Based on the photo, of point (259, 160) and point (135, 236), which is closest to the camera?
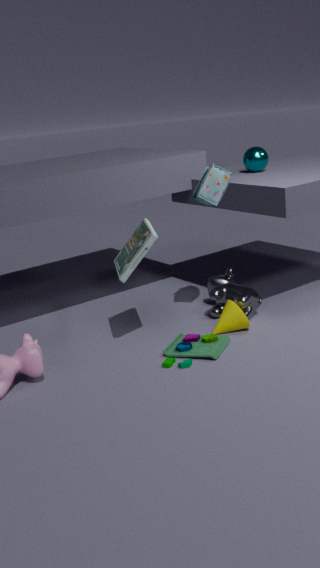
point (135, 236)
